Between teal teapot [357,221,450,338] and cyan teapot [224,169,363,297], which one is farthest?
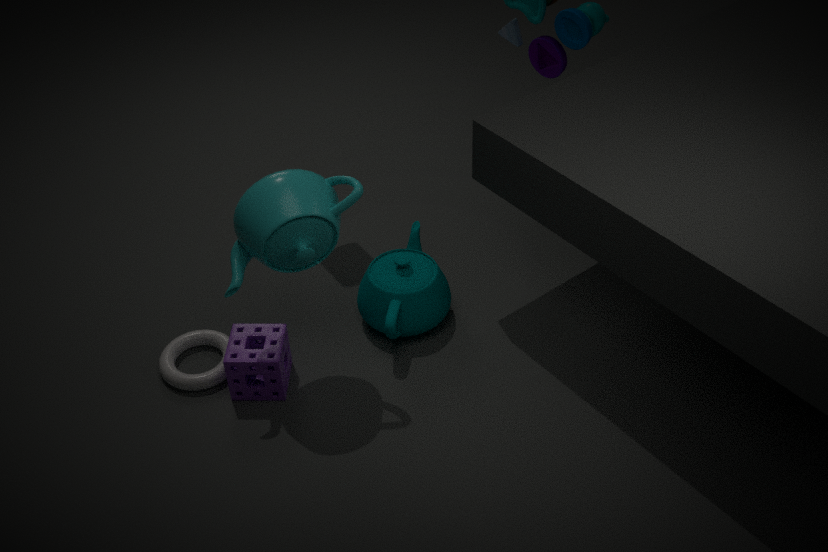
teal teapot [357,221,450,338]
